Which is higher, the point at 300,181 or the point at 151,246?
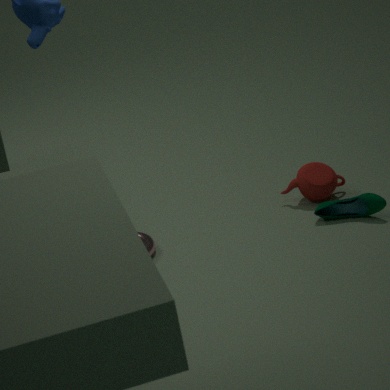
the point at 300,181
